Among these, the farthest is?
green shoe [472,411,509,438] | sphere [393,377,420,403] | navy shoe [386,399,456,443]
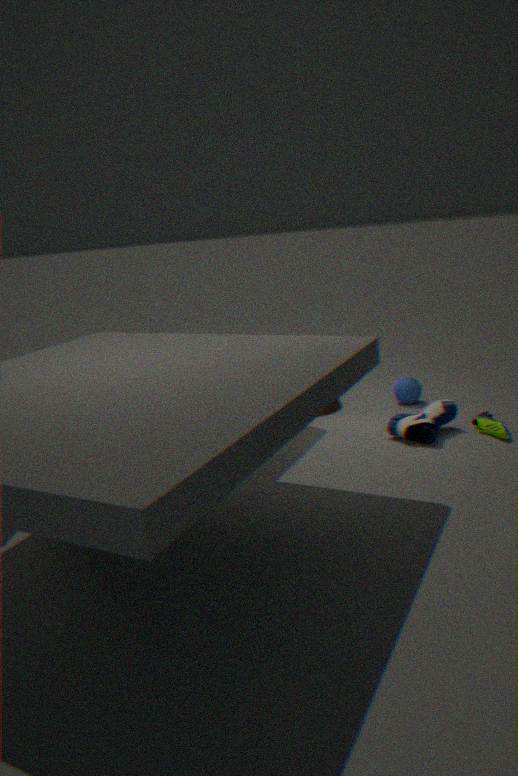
sphere [393,377,420,403]
